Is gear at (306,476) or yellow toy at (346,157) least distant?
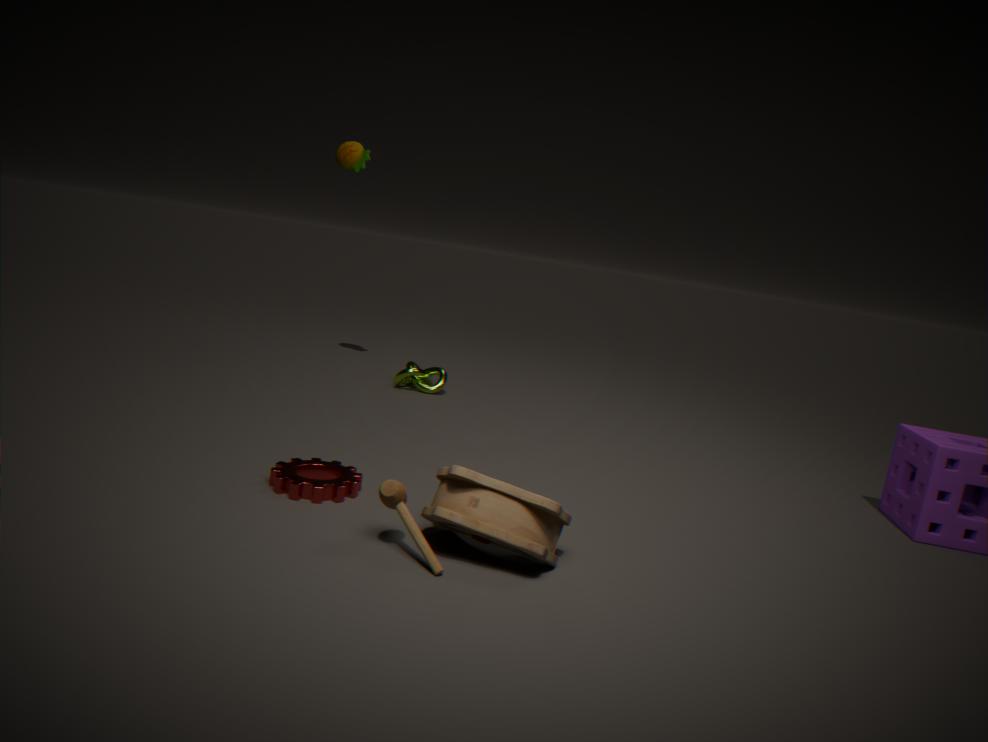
gear at (306,476)
